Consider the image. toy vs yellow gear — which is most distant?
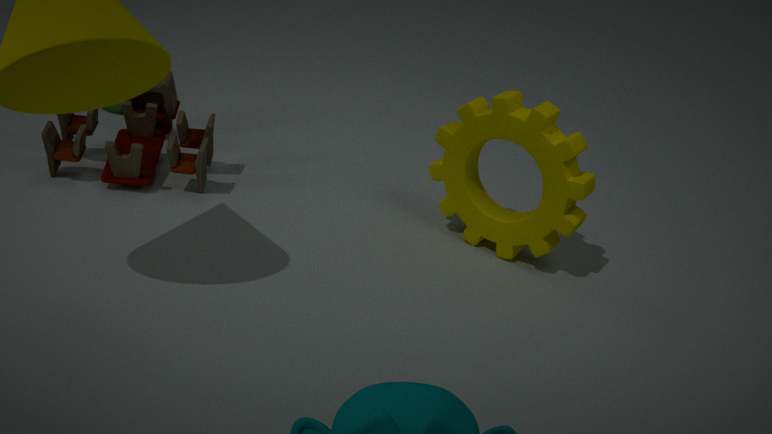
toy
